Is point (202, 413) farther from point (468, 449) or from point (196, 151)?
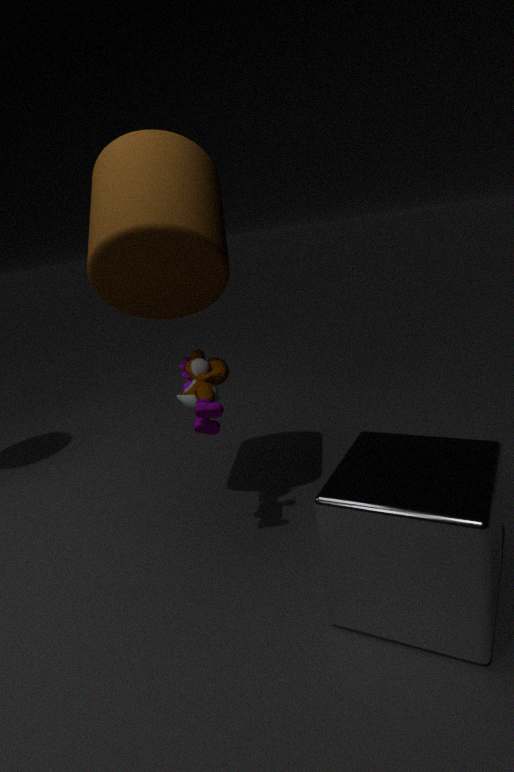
point (468, 449)
